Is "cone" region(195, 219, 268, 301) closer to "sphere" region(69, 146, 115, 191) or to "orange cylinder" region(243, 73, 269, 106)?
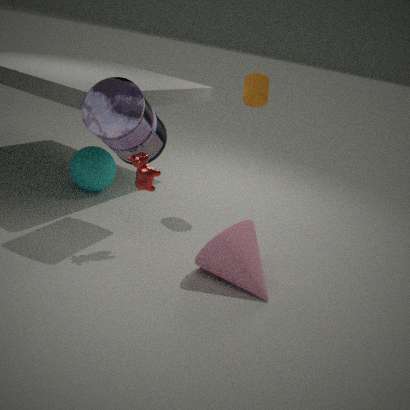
"orange cylinder" region(243, 73, 269, 106)
